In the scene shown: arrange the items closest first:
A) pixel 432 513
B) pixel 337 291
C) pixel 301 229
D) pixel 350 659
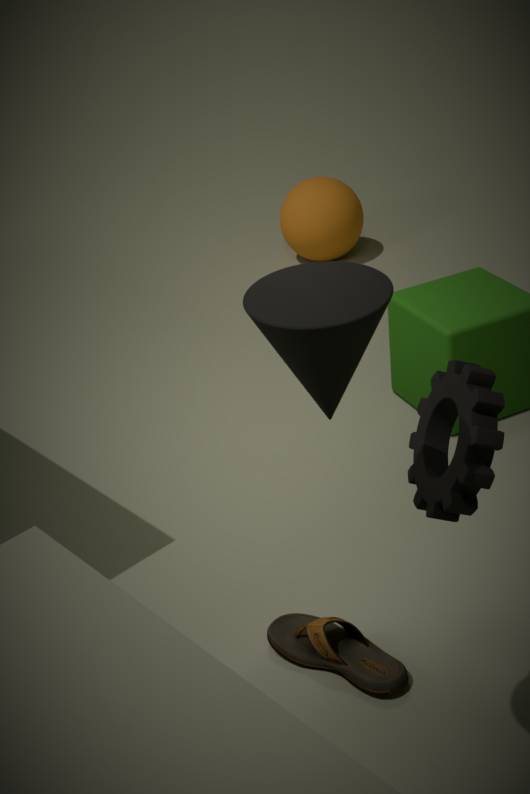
pixel 337 291 < pixel 432 513 < pixel 350 659 < pixel 301 229
